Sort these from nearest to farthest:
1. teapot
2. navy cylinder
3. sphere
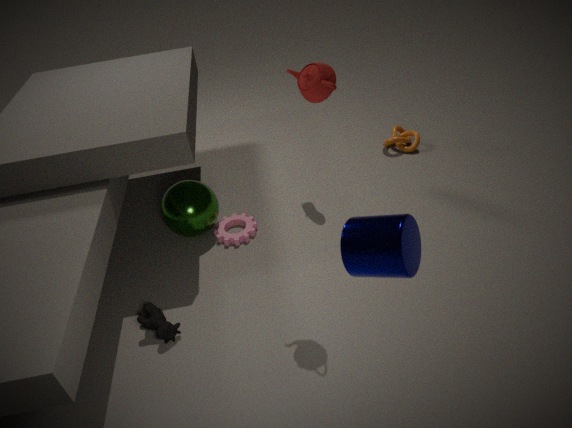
navy cylinder
teapot
sphere
